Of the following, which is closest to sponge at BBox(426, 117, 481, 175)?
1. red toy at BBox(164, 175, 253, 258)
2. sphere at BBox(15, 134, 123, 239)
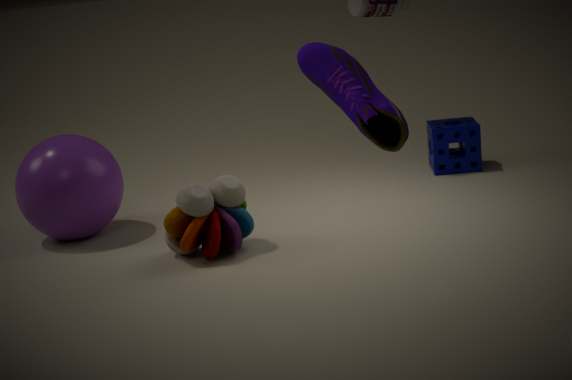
red toy at BBox(164, 175, 253, 258)
